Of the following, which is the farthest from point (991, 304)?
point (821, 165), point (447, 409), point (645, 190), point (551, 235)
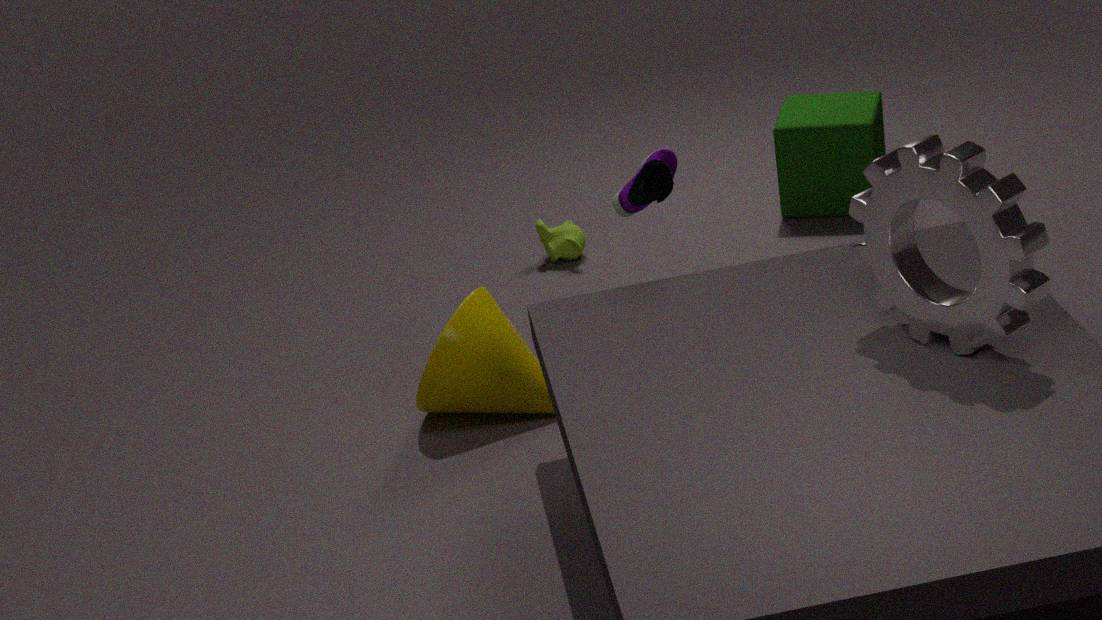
point (551, 235)
